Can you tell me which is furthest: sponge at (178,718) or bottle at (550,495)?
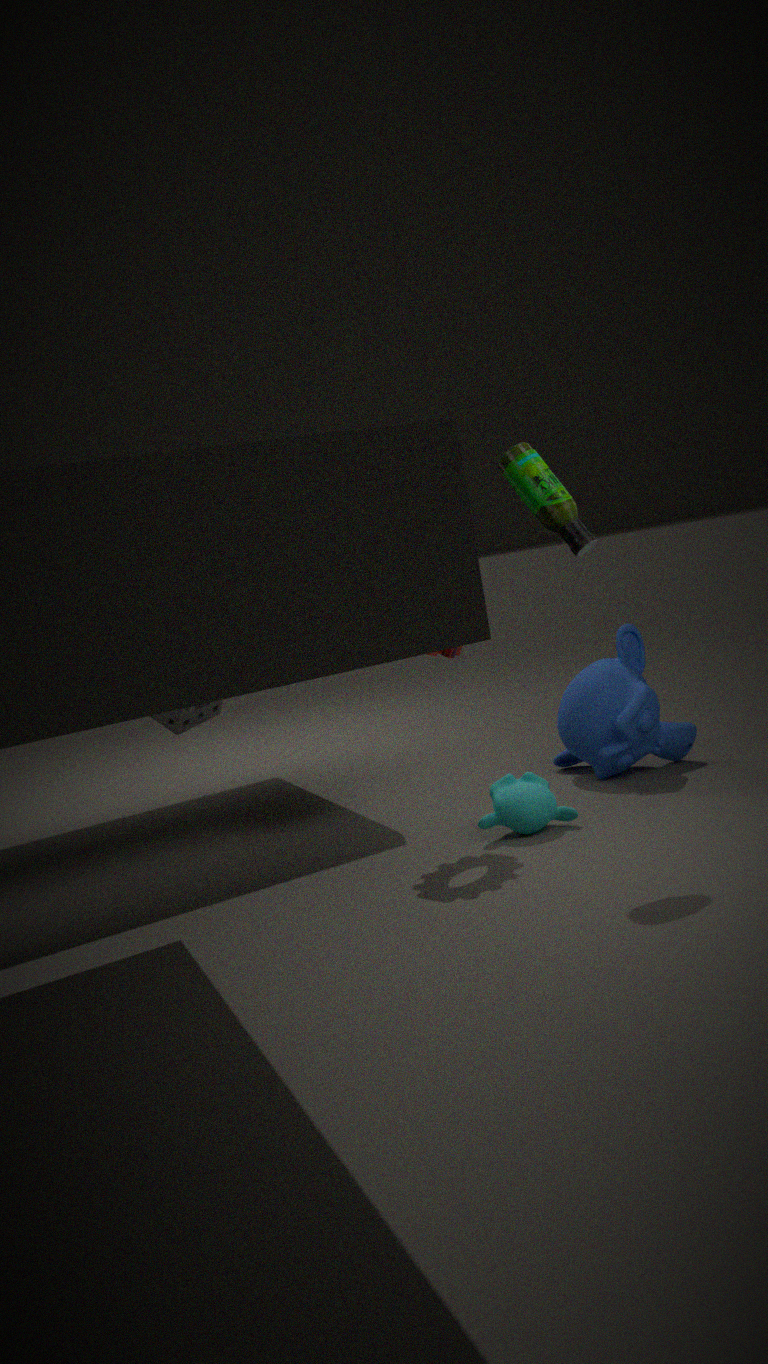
sponge at (178,718)
